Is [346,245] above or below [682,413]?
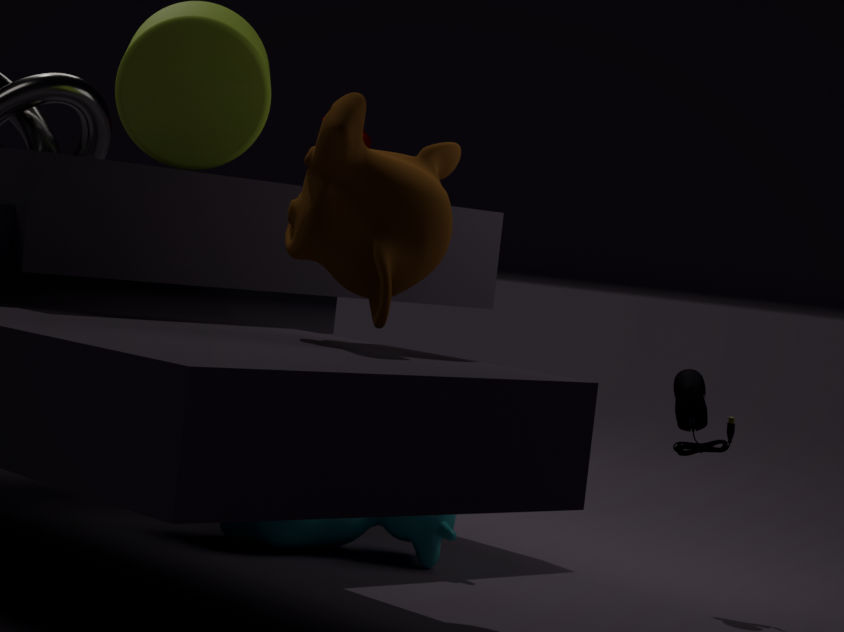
above
